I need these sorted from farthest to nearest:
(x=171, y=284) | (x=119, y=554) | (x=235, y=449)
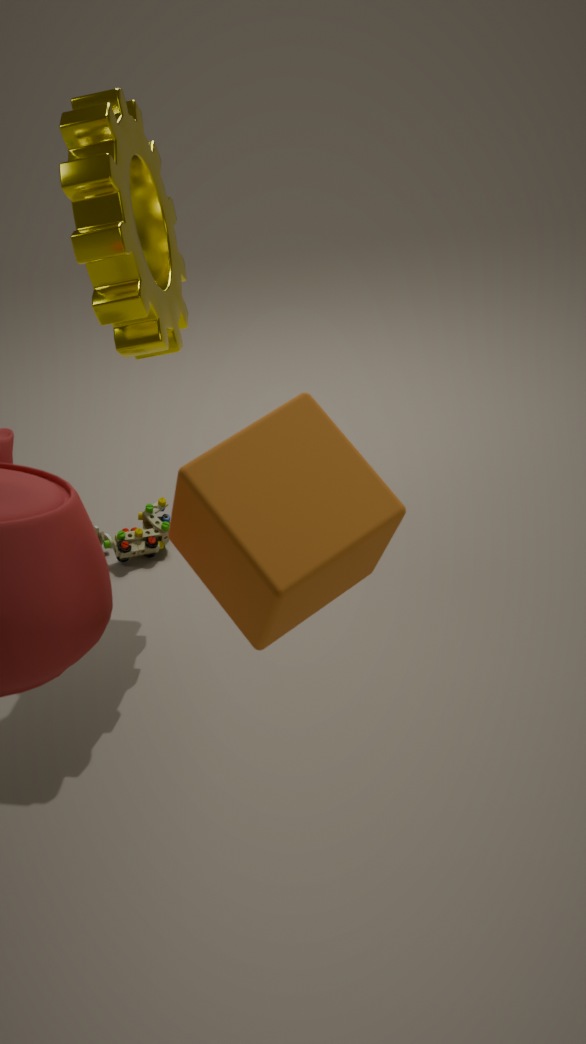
(x=119, y=554)
(x=171, y=284)
(x=235, y=449)
